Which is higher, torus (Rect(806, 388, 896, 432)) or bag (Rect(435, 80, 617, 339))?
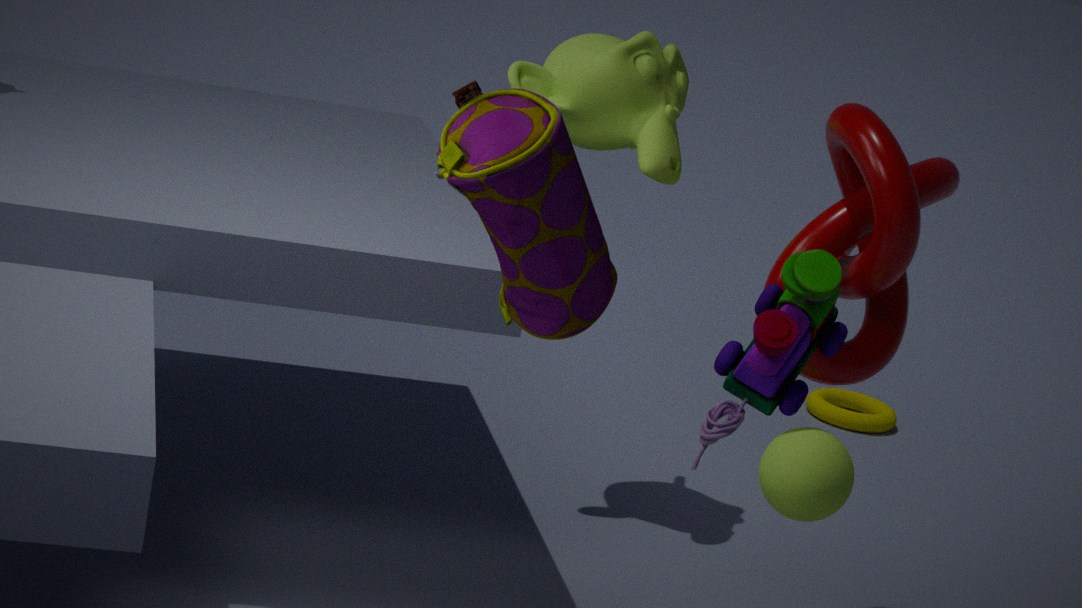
bag (Rect(435, 80, 617, 339))
